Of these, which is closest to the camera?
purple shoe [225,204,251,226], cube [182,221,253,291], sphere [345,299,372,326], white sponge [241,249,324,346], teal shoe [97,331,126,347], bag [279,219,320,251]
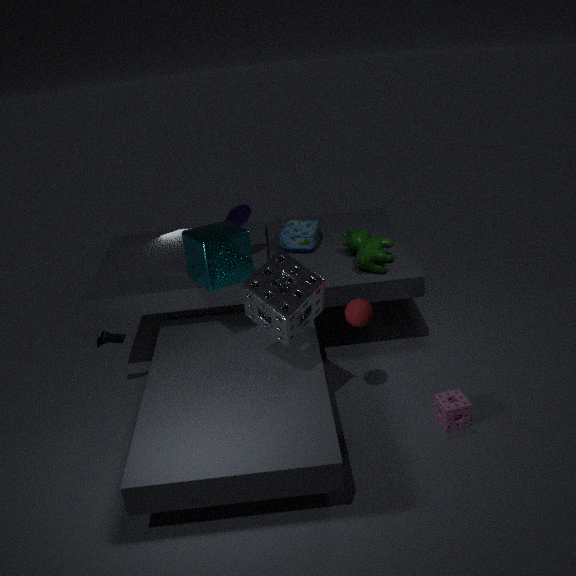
white sponge [241,249,324,346]
